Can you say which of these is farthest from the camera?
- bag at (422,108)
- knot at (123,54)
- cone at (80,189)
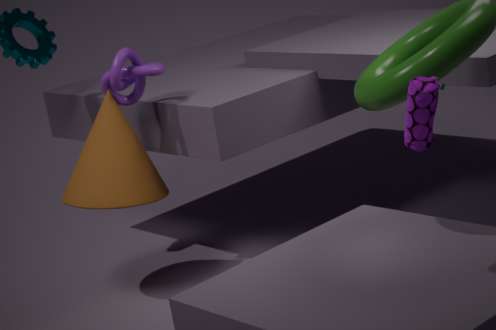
cone at (80,189)
